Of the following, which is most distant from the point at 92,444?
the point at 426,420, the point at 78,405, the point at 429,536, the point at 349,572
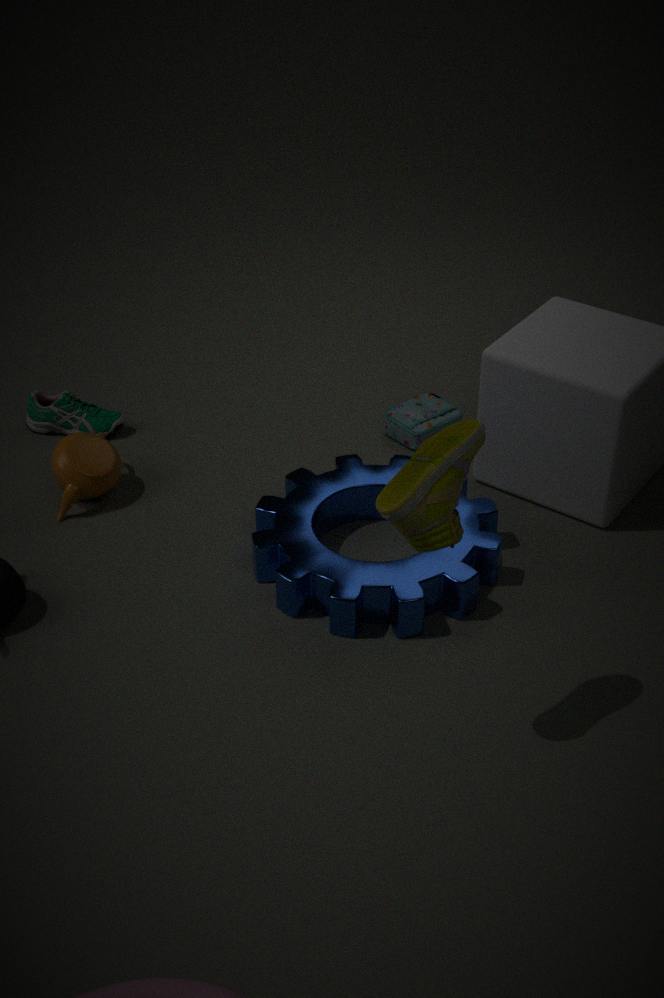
the point at 429,536
